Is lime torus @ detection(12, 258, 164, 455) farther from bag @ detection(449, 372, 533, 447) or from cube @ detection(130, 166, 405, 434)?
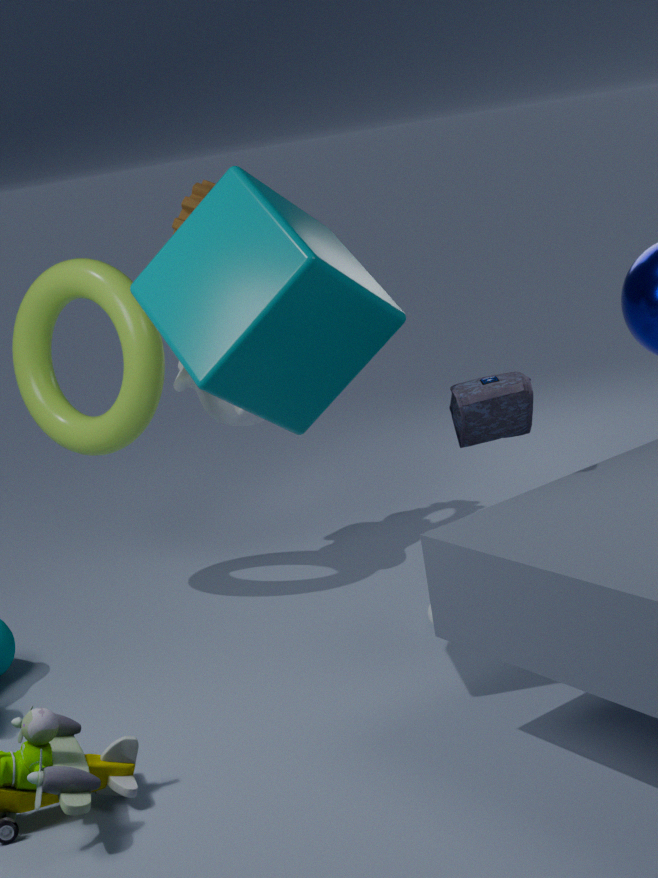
bag @ detection(449, 372, 533, 447)
